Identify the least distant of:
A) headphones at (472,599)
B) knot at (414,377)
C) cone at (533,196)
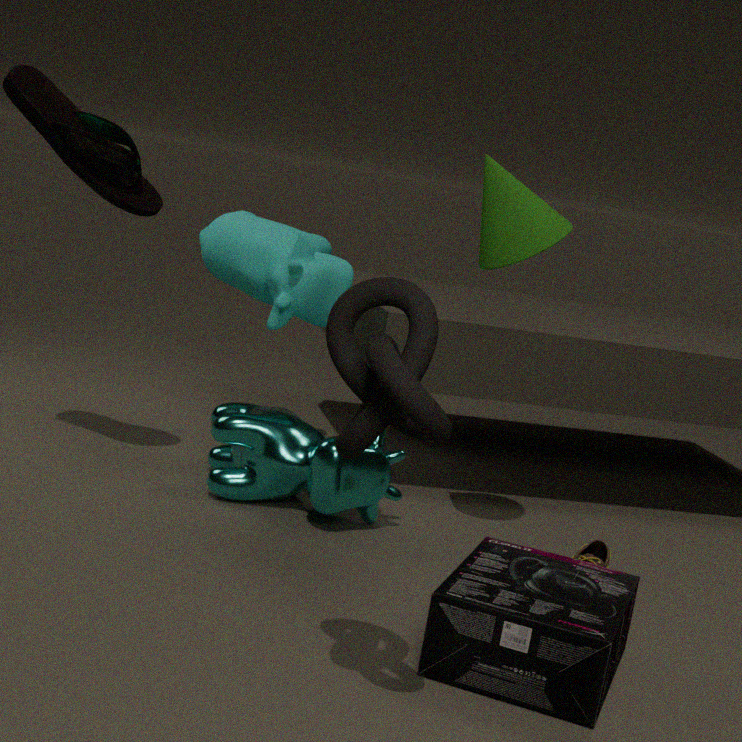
knot at (414,377)
